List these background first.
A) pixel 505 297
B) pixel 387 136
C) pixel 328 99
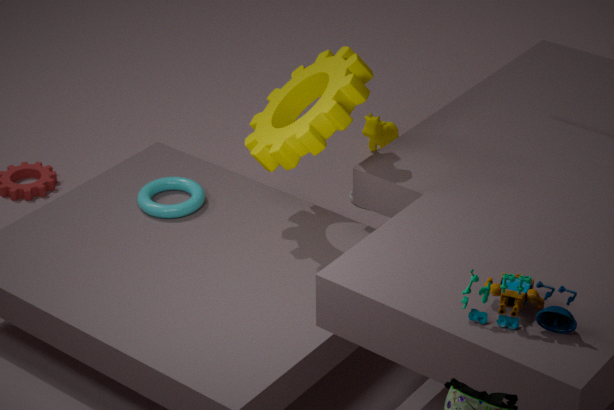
1. pixel 387 136
2. pixel 328 99
3. pixel 505 297
